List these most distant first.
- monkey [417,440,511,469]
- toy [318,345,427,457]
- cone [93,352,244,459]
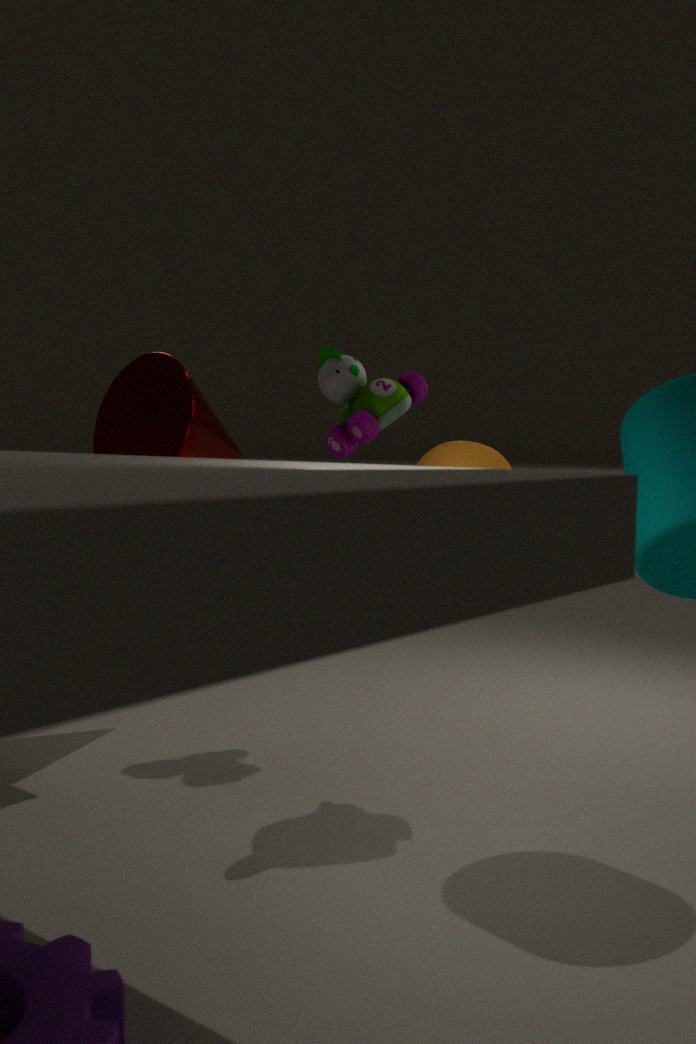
toy [318,345,427,457] → cone [93,352,244,459] → monkey [417,440,511,469]
